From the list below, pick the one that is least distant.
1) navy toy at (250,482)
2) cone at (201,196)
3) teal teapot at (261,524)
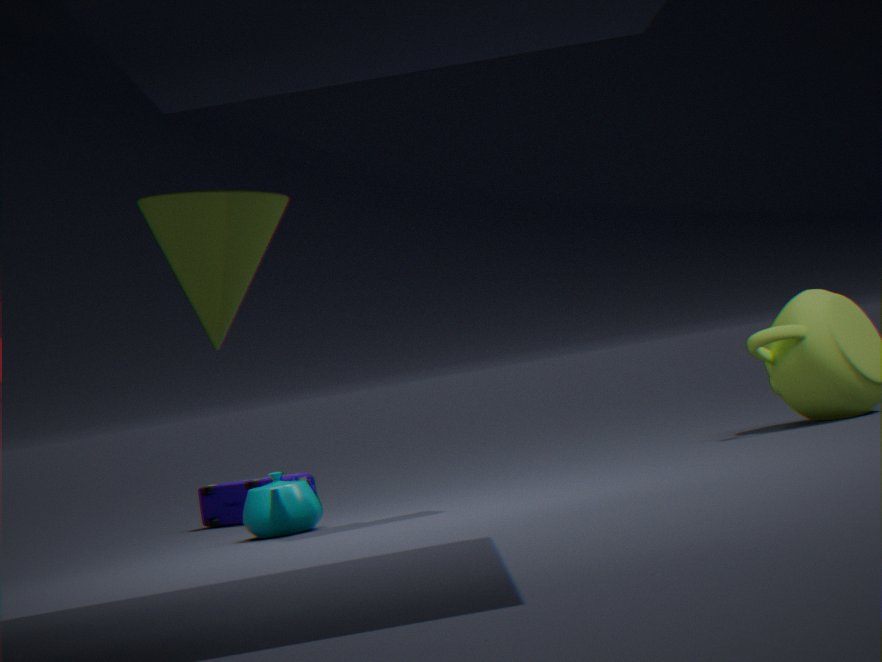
2. cone at (201,196)
